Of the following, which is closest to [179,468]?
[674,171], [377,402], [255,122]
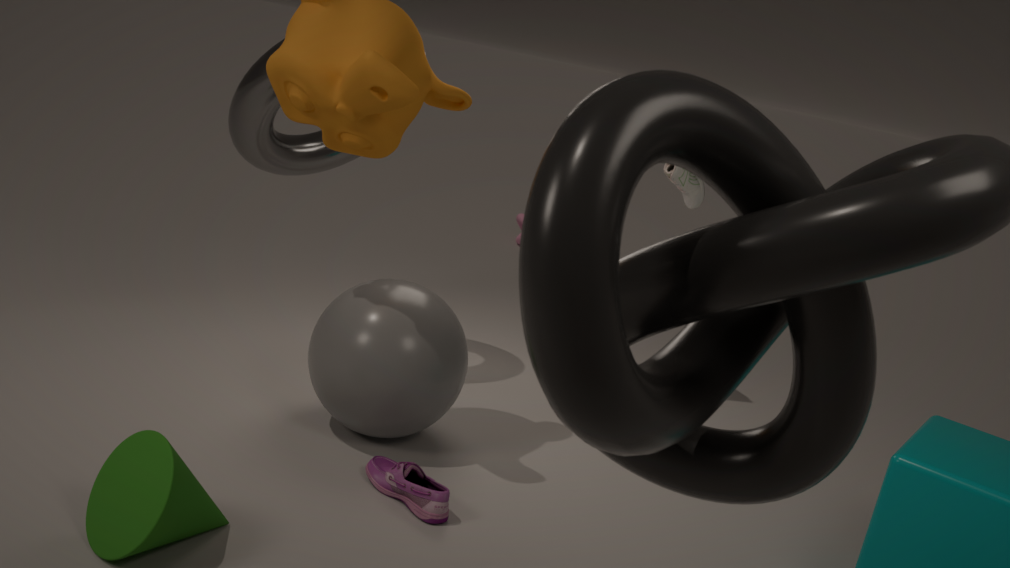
[377,402]
